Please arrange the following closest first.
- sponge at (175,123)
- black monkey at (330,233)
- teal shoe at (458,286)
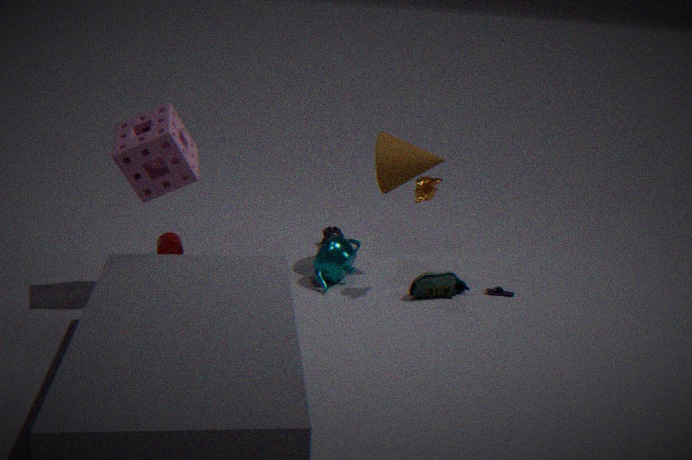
1. sponge at (175,123)
2. teal shoe at (458,286)
3. black monkey at (330,233)
